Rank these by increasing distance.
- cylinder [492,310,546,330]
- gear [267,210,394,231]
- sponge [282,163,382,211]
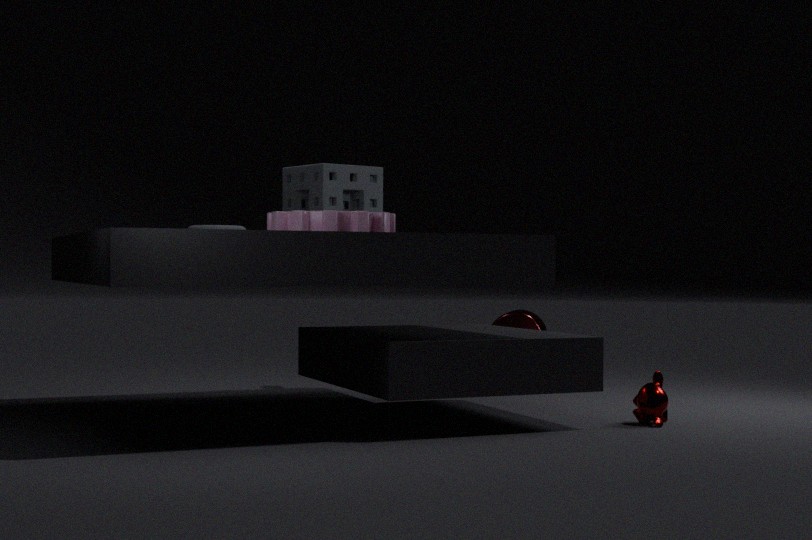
gear [267,210,394,231] < sponge [282,163,382,211] < cylinder [492,310,546,330]
